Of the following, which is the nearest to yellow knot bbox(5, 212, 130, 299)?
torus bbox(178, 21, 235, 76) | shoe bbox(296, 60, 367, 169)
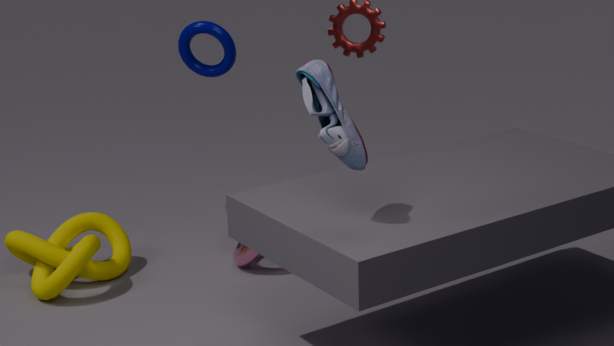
torus bbox(178, 21, 235, 76)
